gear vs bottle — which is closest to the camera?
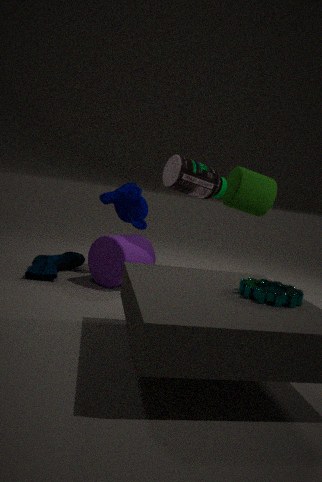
gear
